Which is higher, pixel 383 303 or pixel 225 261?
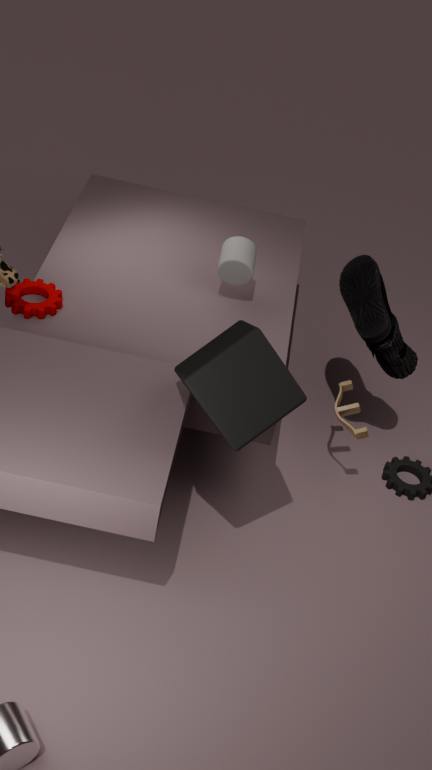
pixel 225 261
